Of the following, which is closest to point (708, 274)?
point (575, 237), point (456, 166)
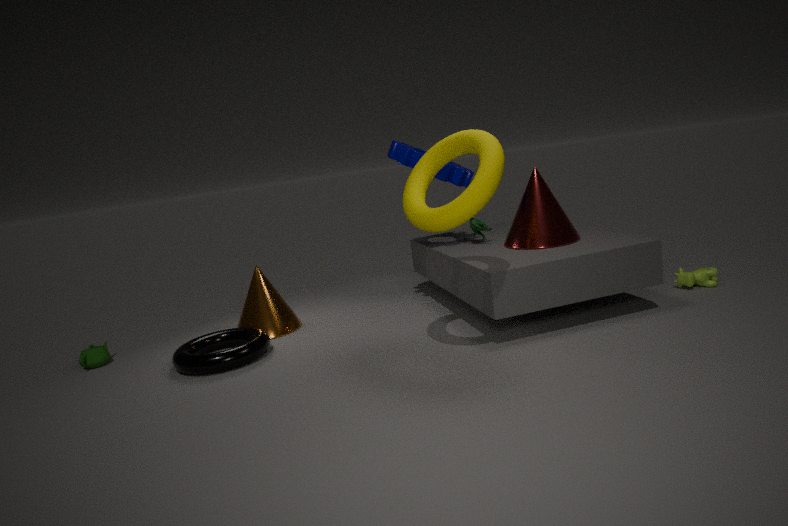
point (575, 237)
